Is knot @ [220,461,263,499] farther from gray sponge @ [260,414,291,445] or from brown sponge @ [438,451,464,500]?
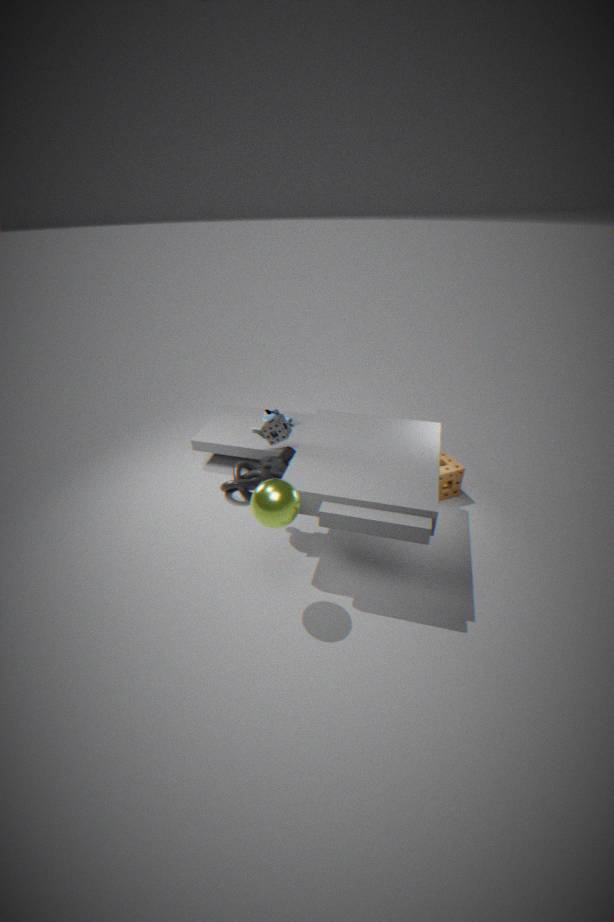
brown sponge @ [438,451,464,500]
